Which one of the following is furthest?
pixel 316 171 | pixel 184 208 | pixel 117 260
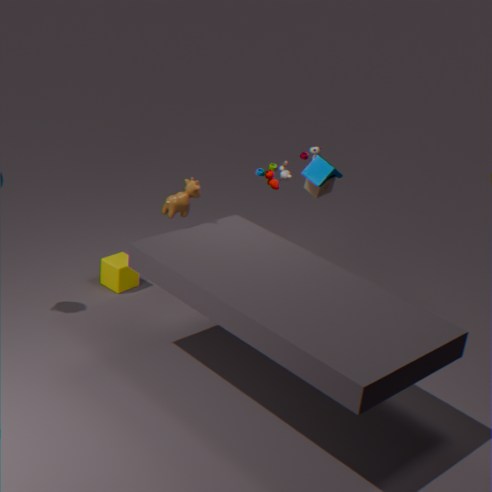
pixel 117 260
